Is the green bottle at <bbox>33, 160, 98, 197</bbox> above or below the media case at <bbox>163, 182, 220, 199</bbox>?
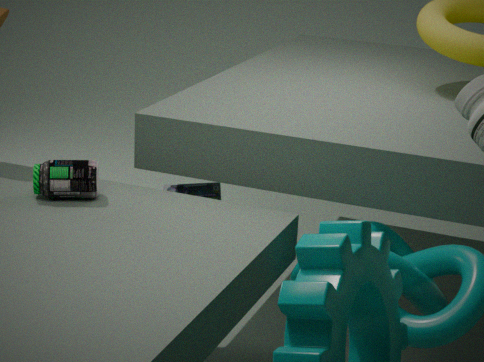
above
